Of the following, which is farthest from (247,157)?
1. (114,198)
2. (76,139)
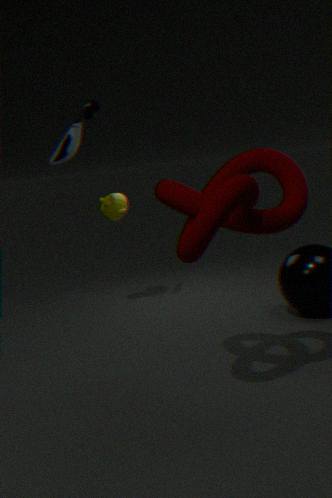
(114,198)
